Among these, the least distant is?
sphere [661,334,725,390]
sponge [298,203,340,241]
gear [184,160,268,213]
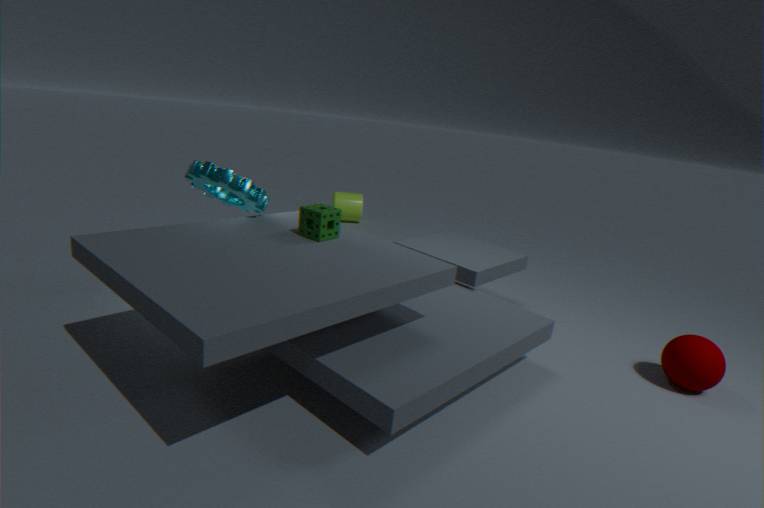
sponge [298,203,340,241]
